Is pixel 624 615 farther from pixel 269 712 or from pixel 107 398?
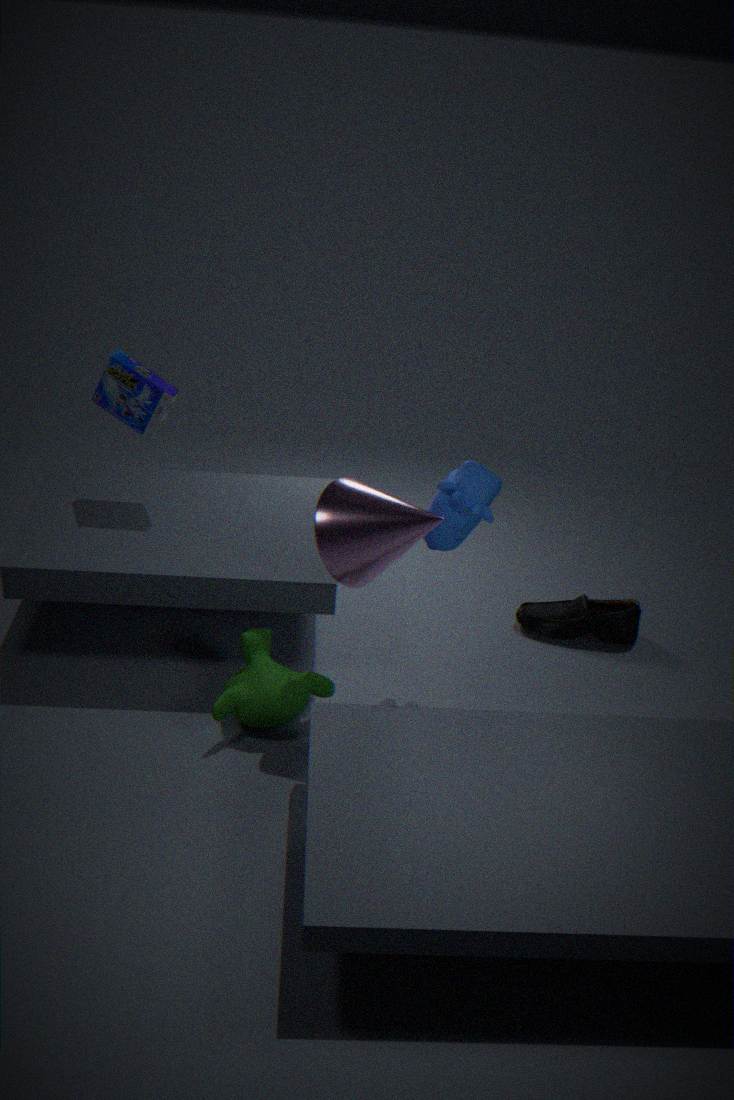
pixel 107 398
